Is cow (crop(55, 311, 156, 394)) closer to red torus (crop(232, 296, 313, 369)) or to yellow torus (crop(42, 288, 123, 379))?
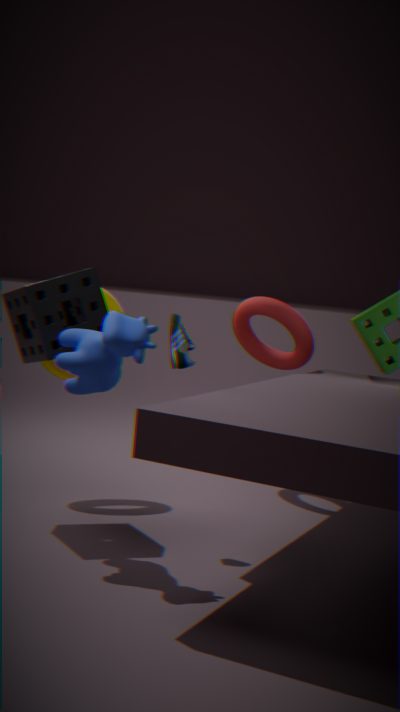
yellow torus (crop(42, 288, 123, 379))
